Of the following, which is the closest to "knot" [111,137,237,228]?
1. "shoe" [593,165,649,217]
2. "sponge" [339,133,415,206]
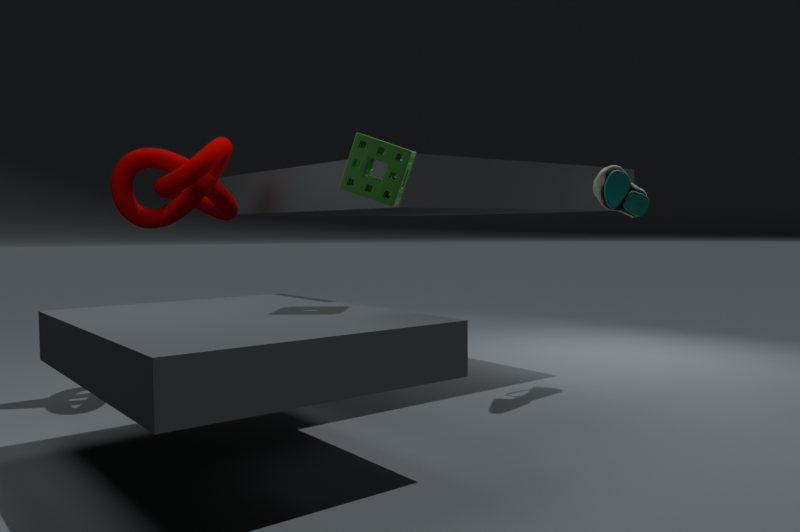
"sponge" [339,133,415,206]
